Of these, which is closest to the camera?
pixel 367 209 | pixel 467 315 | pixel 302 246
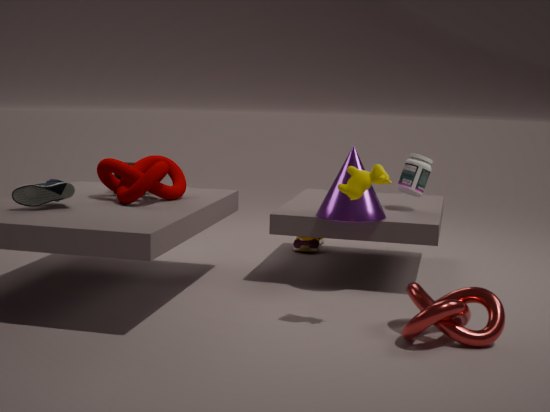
pixel 467 315
